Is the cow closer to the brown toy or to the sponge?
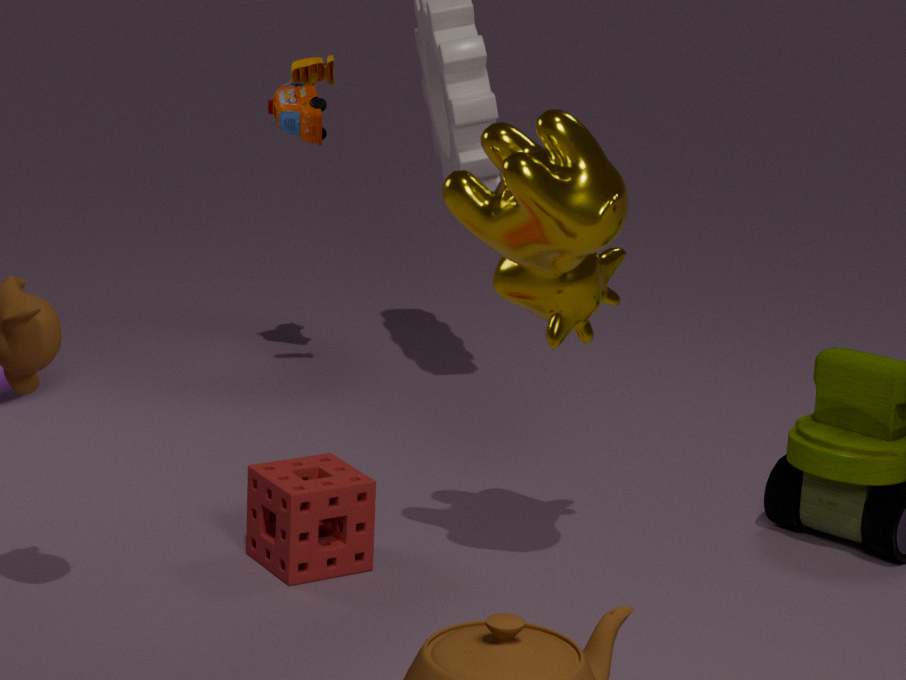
the sponge
